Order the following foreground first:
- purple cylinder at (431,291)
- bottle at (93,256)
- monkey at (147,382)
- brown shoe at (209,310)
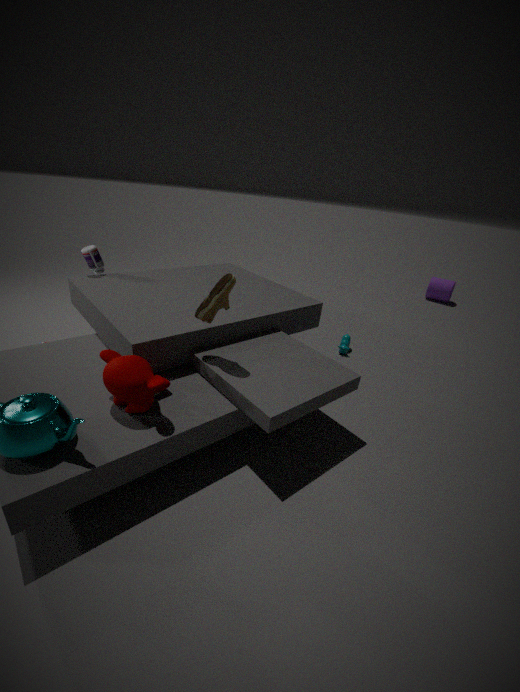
monkey at (147,382)
brown shoe at (209,310)
bottle at (93,256)
purple cylinder at (431,291)
